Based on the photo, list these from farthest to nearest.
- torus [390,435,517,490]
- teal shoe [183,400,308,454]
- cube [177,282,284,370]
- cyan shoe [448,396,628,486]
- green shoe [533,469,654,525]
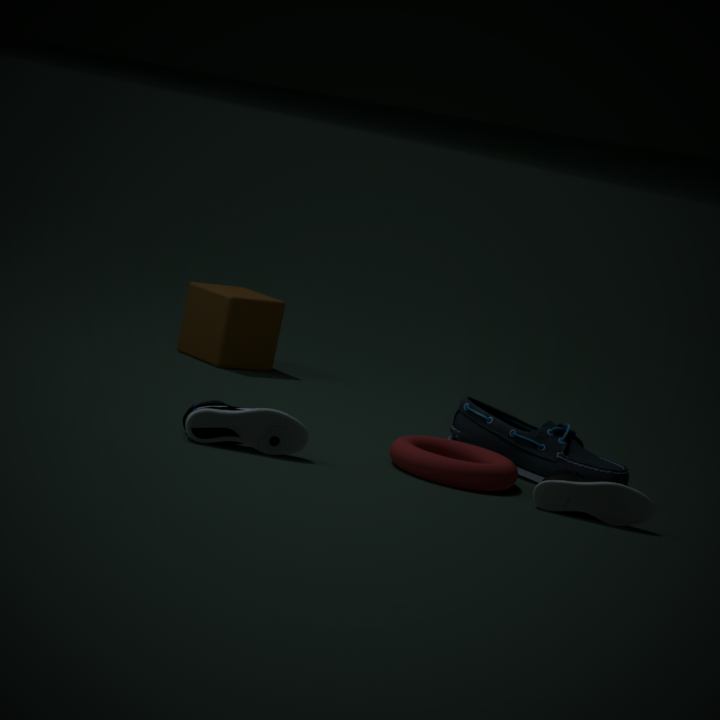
1. cube [177,282,284,370]
2. cyan shoe [448,396,628,486]
3. torus [390,435,517,490]
4. green shoe [533,469,654,525]
5. teal shoe [183,400,308,454]
